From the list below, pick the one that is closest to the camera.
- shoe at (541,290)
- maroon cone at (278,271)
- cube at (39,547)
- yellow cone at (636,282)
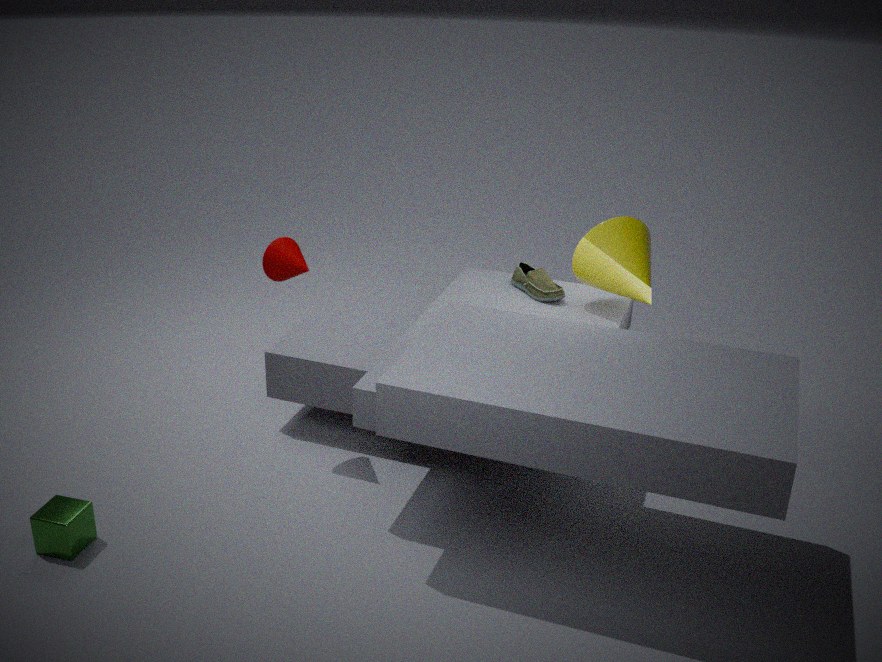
cube at (39,547)
